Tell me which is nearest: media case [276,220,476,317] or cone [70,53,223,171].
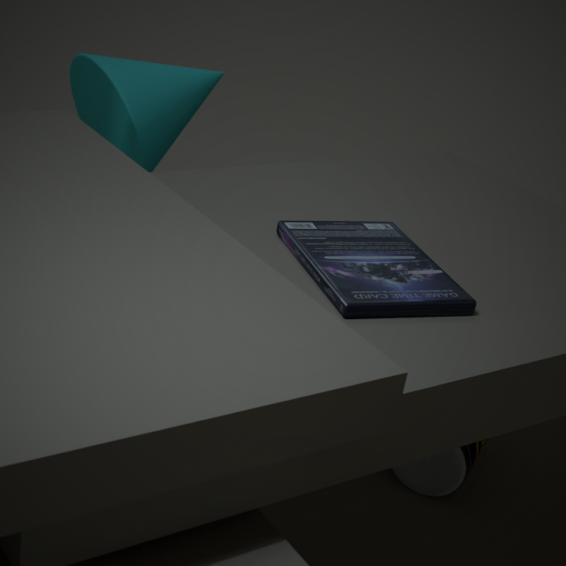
media case [276,220,476,317]
